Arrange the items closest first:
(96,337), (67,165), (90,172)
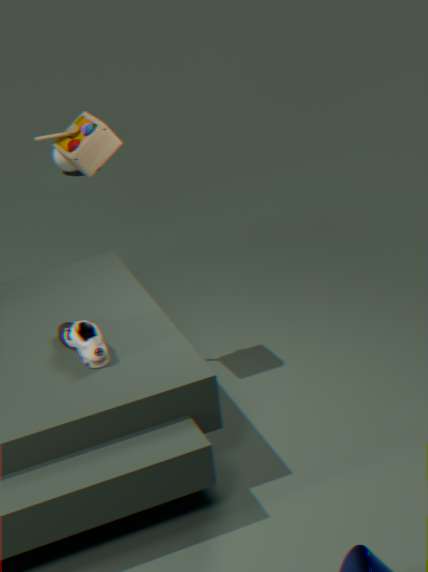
(96,337)
(90,172)
(67,165)
